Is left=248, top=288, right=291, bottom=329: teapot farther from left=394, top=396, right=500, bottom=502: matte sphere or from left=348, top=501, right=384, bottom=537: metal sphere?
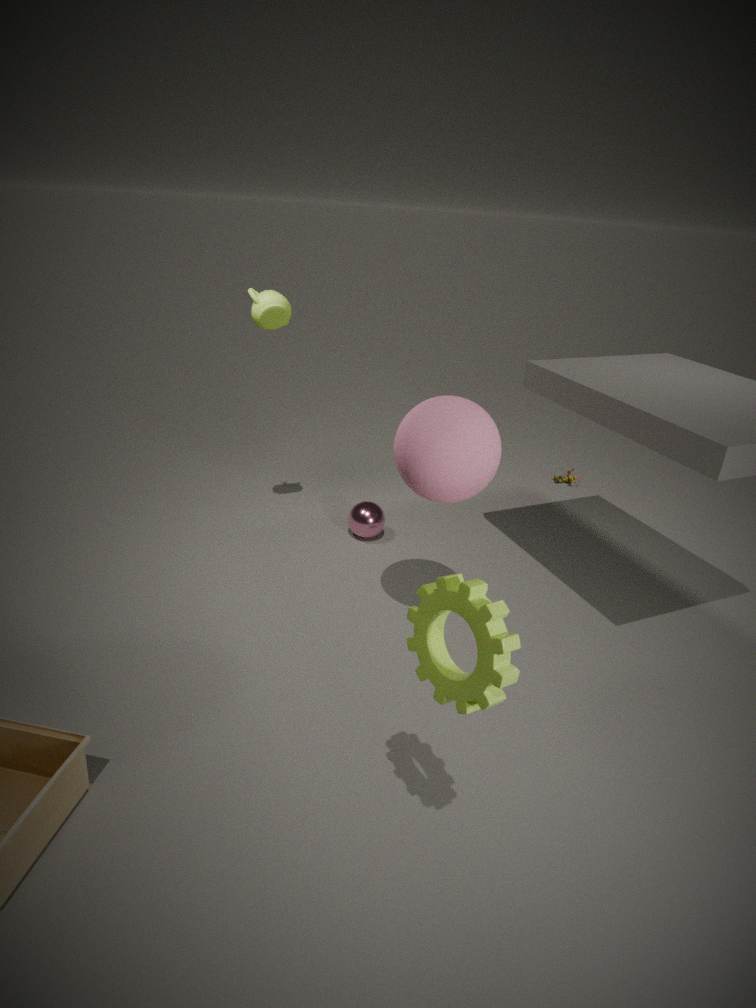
left=348, top=501, right=384, bottom=537: metal sphere
